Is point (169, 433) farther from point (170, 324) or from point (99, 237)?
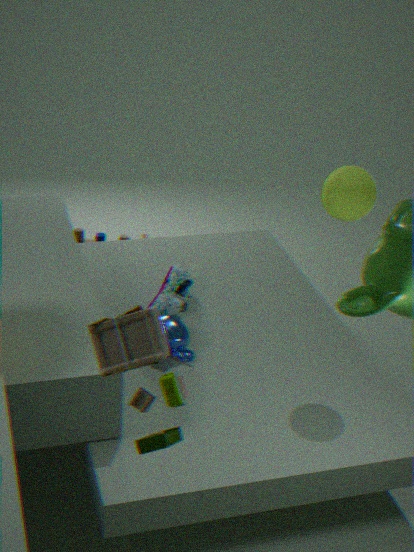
point (99, 237)
